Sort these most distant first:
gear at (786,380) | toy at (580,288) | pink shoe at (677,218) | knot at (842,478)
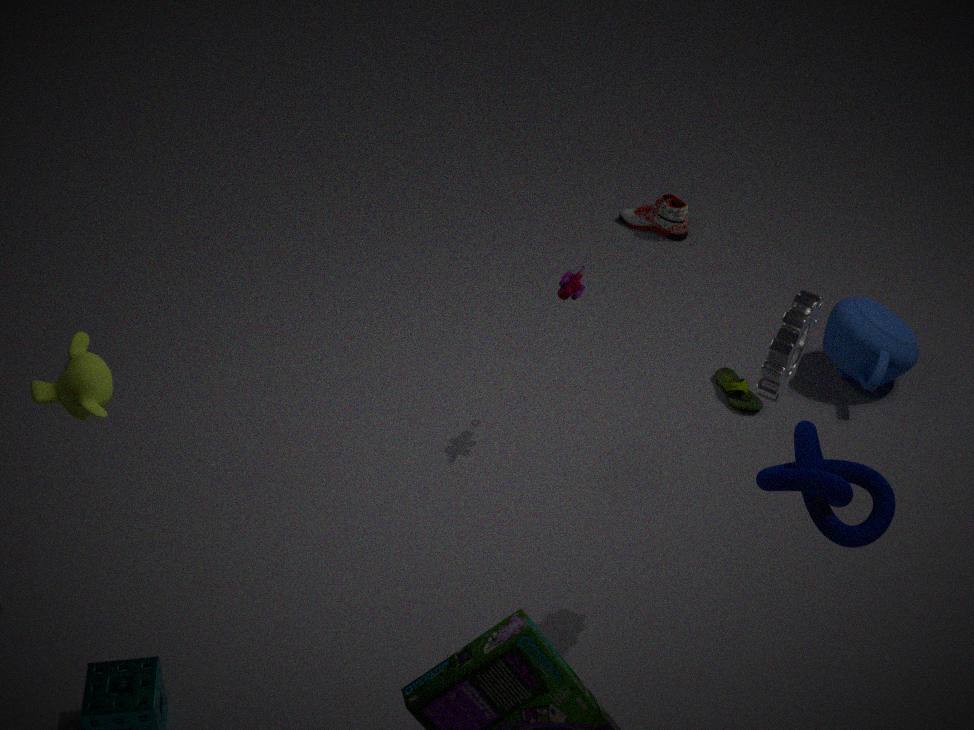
pink shoe at (677,218) < toy at (580,288) < gear at (786,380) < knot at (842,478)
